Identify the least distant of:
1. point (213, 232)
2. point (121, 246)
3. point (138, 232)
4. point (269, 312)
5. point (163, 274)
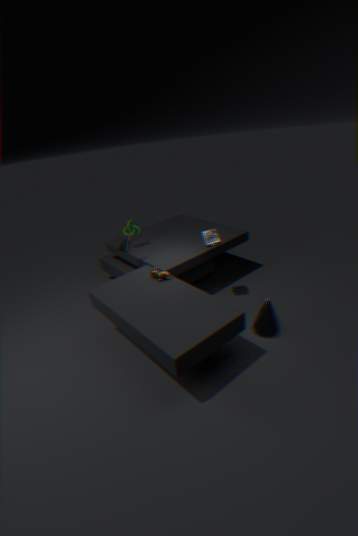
point (269, 312)
